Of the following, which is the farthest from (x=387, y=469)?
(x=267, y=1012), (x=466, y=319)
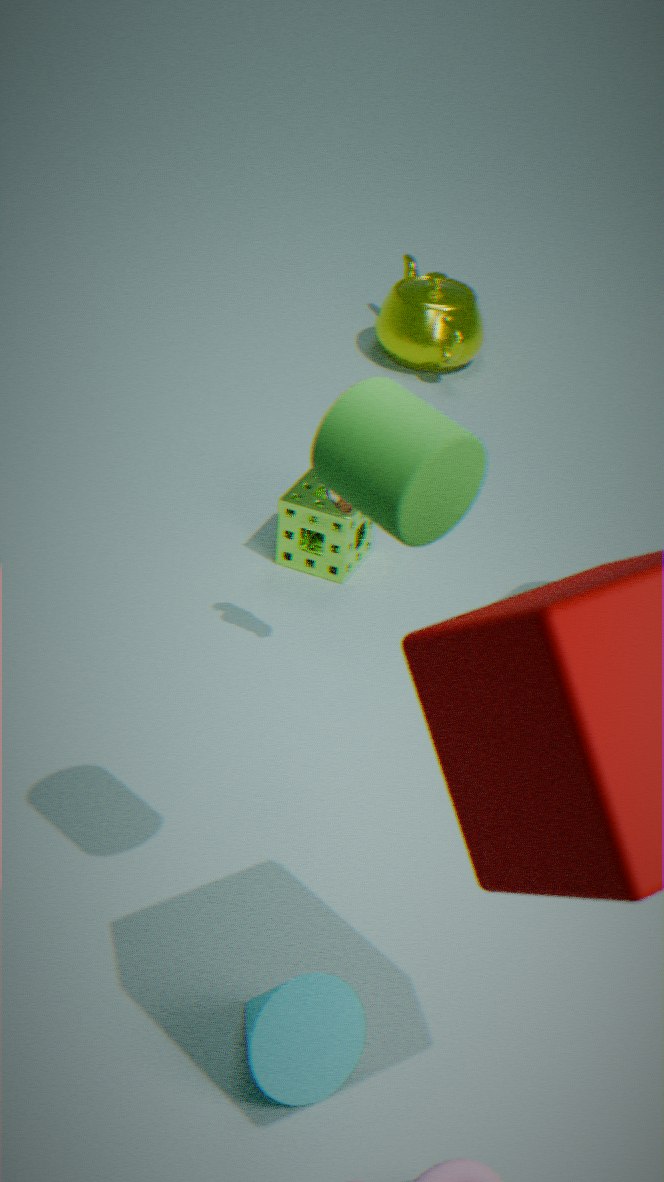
(x=466, y=319)
